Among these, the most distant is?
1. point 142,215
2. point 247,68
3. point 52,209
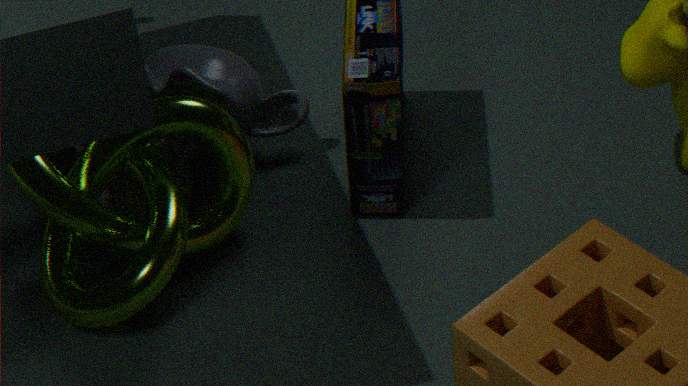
point 247,68
